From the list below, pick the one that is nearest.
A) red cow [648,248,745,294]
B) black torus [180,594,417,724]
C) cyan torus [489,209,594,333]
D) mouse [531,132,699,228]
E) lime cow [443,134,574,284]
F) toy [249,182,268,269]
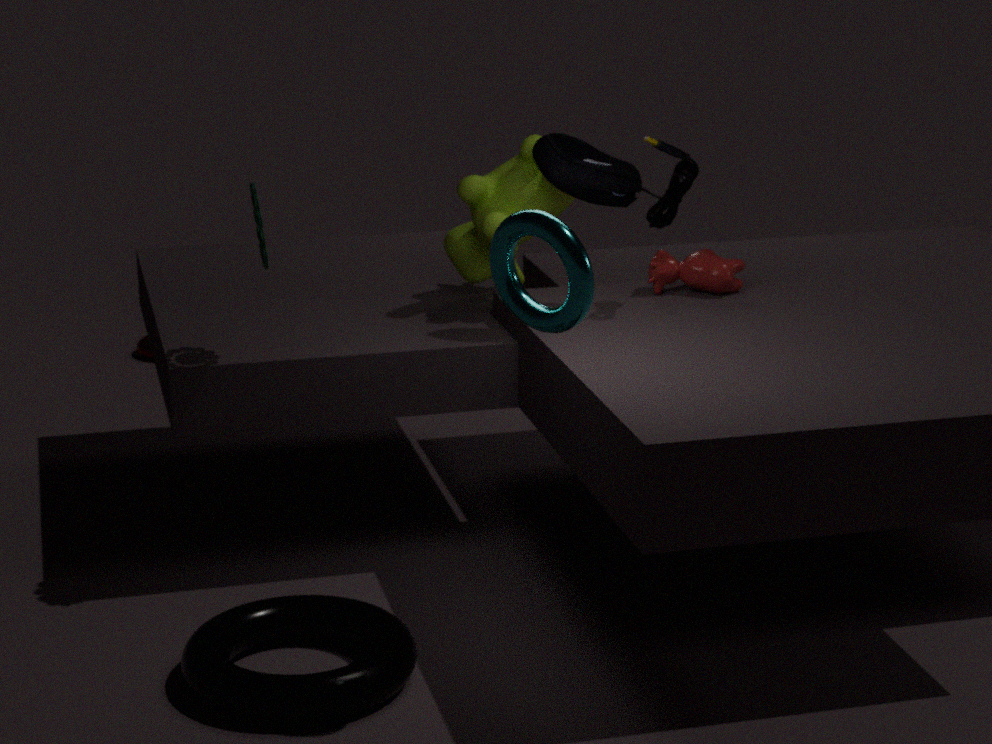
cyan torus [489,209,594,333]
